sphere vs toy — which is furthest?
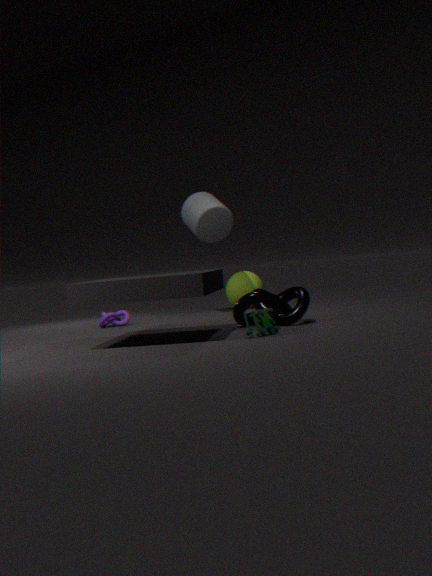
sphere
